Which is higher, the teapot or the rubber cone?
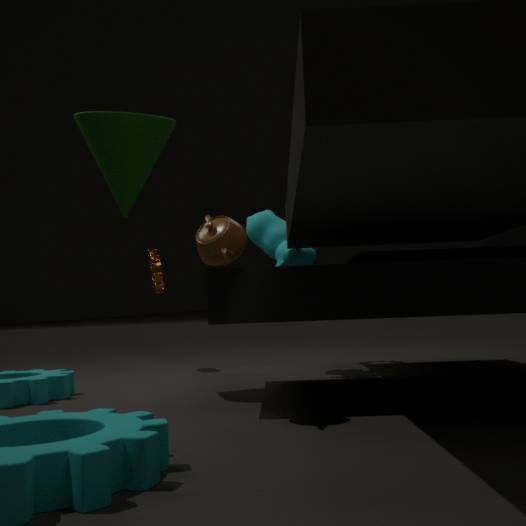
the rubber cone
